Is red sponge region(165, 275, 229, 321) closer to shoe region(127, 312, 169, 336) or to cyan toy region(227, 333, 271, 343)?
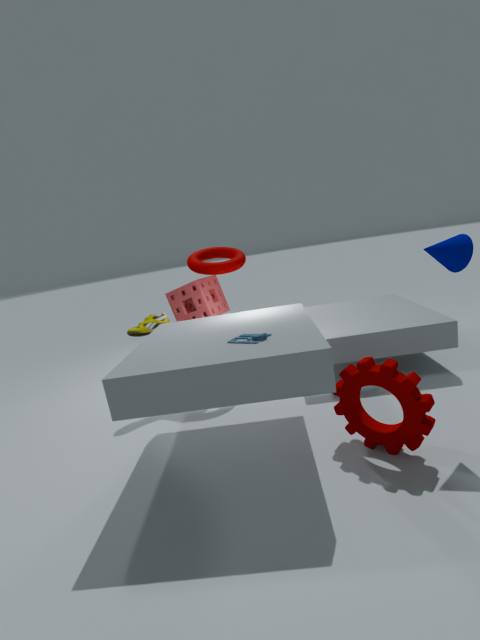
shoe region(127, 312, 169, 336)
